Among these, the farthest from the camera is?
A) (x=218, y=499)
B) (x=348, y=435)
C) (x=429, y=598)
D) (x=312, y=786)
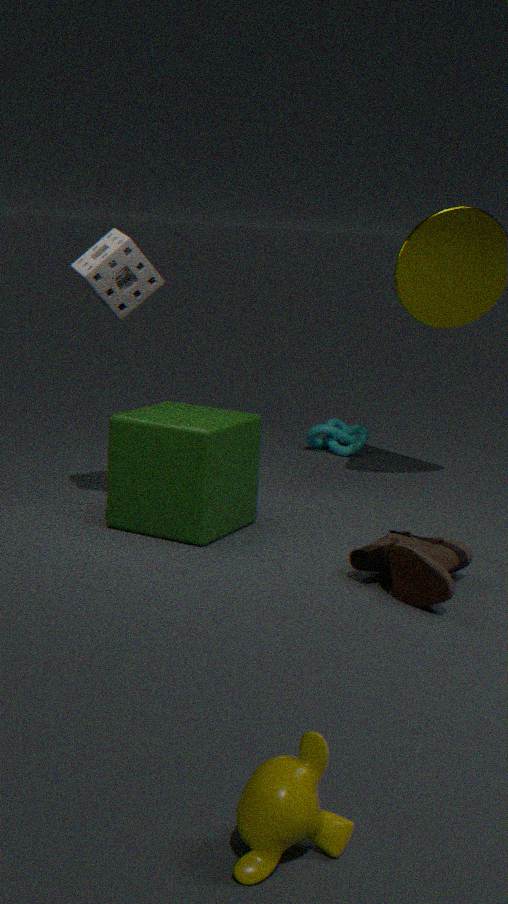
(x=348, y=435)
